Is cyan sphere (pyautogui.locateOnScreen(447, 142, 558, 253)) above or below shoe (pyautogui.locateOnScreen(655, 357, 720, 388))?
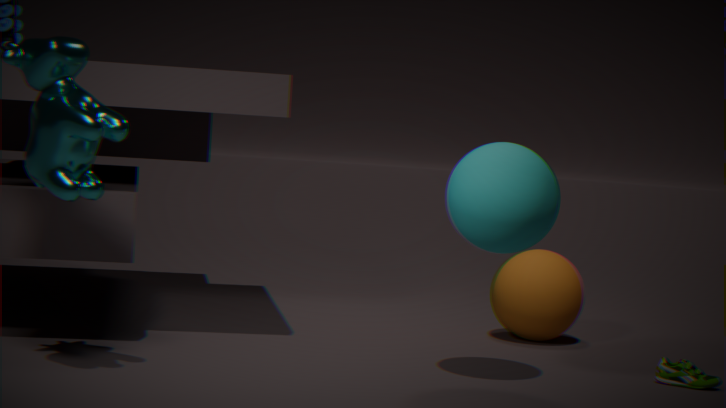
above
